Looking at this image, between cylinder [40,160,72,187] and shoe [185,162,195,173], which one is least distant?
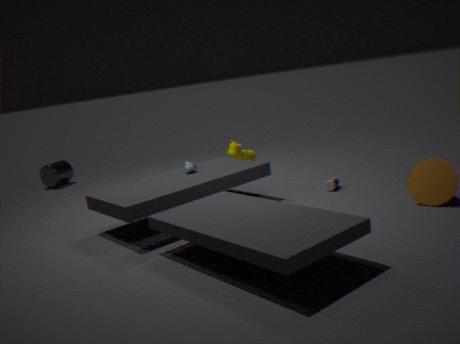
shoe [185,162,195,173]
